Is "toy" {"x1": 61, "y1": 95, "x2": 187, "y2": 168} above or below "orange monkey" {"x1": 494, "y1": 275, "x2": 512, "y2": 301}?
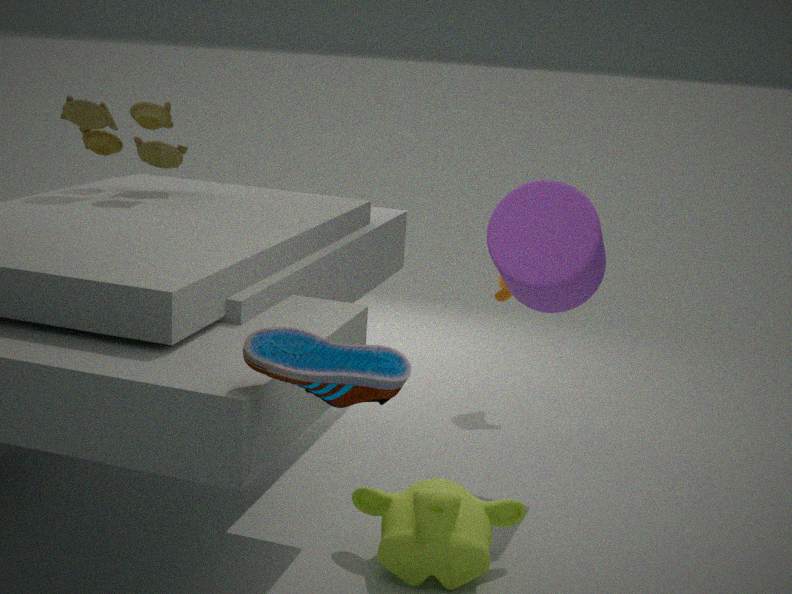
above
